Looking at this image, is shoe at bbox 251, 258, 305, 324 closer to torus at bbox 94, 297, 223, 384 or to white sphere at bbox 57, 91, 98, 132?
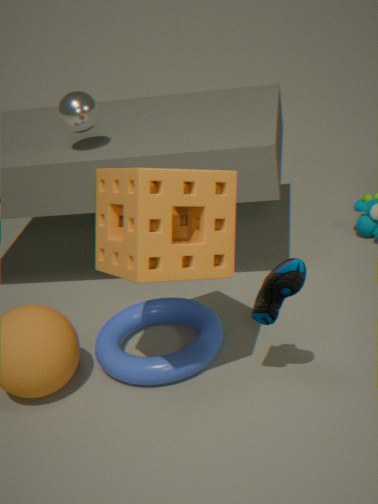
torus at bbox 94, 297, 223, 384
